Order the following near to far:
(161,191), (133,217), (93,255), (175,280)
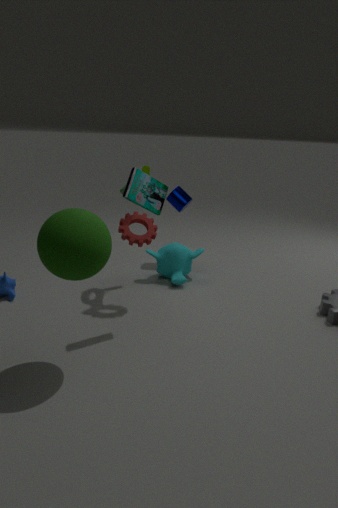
(93,255), (161,191), (133,217), (175,280)
